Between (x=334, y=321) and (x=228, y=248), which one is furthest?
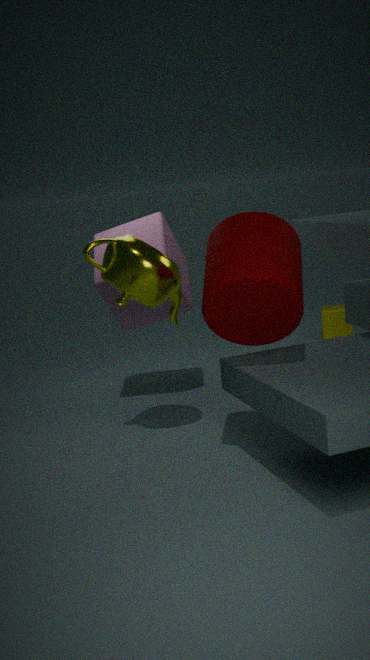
(x=334, y=321)
